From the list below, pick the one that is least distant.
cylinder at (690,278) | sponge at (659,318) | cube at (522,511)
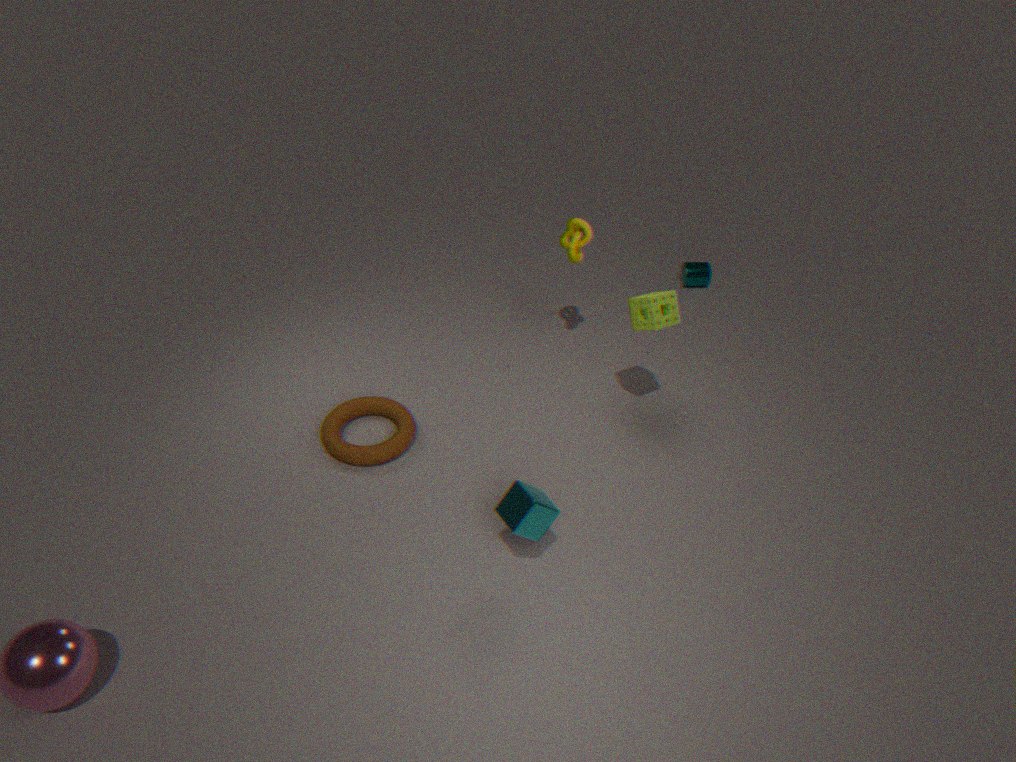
cube at (522,511)
